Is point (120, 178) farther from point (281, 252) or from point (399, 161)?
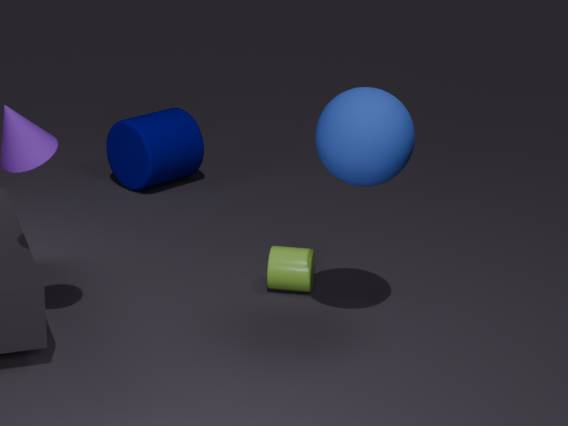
point (399, 161)
